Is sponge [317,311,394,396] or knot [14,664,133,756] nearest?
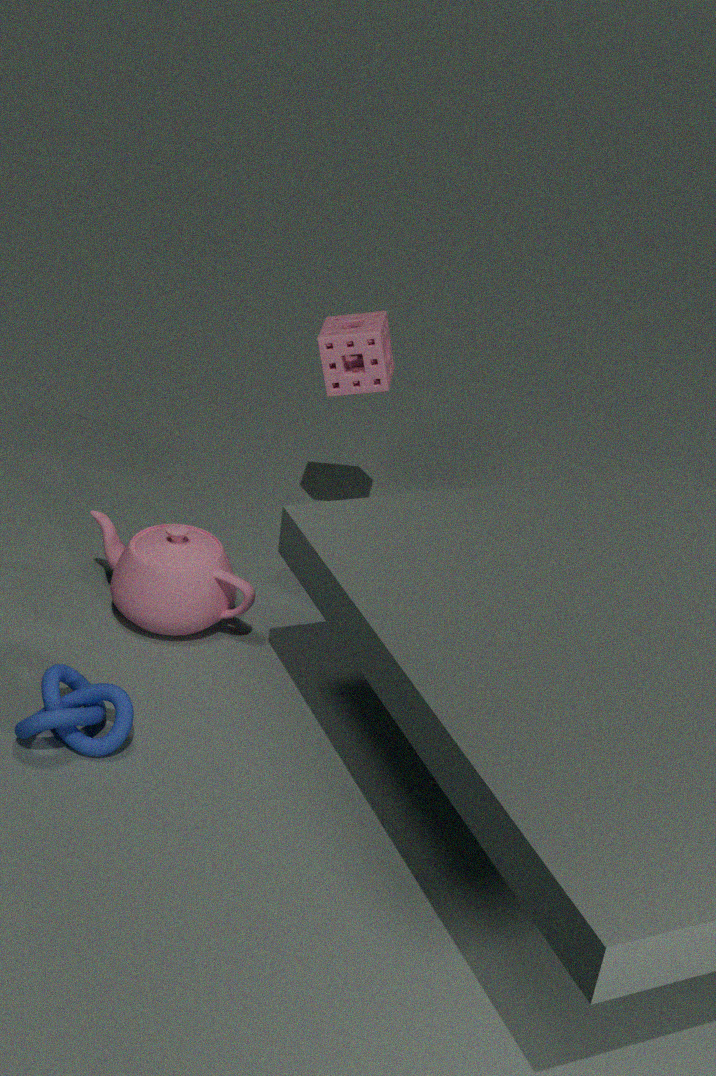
knot [14,664,133,756]
